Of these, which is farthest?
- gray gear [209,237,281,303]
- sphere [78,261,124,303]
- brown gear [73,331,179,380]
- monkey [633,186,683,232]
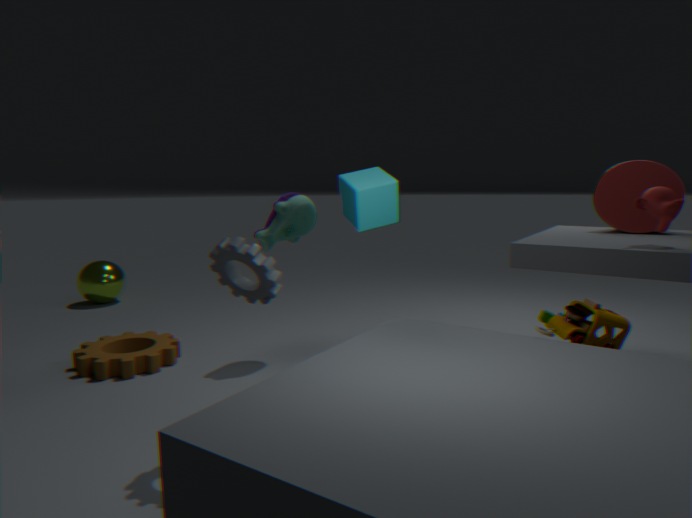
sphere [78,261,124,303]
